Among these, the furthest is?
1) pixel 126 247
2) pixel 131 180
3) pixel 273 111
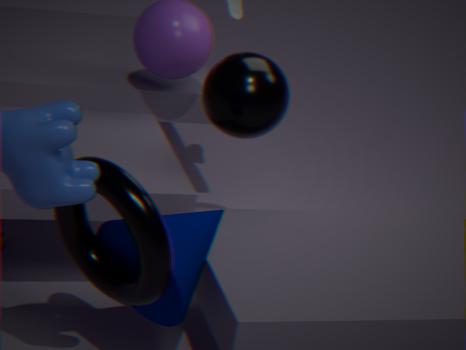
3. pixel 273 111
